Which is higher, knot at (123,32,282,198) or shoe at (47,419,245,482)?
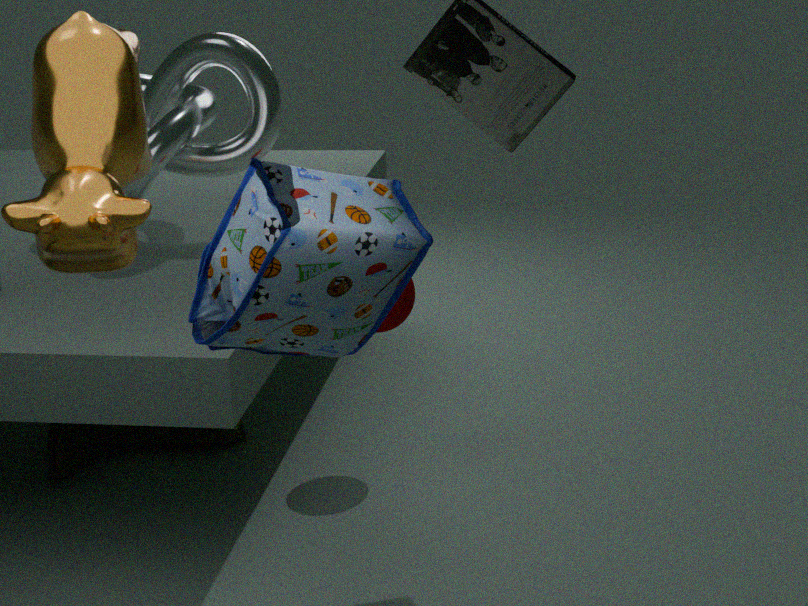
knot at (123,32,282,198)
